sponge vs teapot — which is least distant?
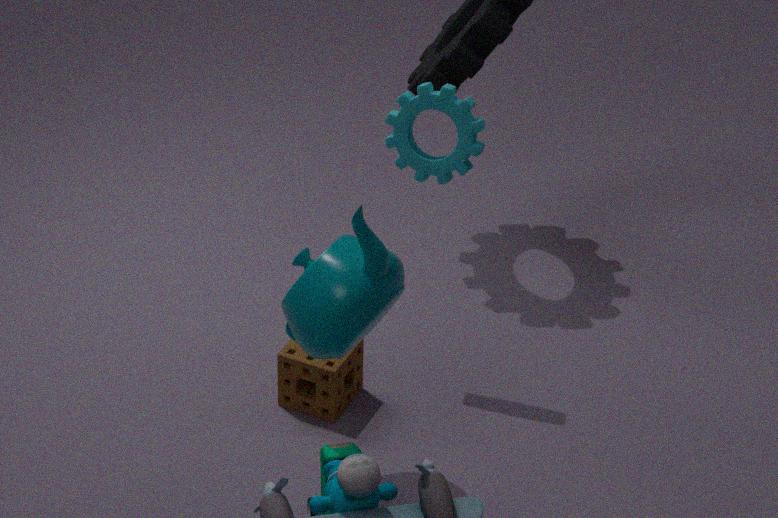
teapot
